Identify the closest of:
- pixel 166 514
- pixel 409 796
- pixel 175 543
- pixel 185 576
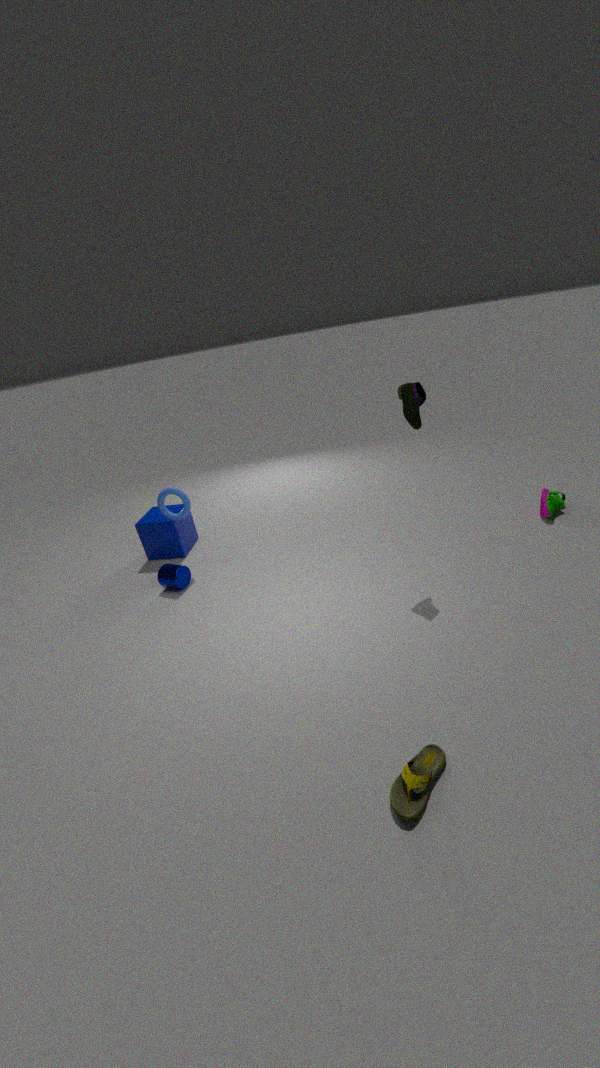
pixel 409 796
